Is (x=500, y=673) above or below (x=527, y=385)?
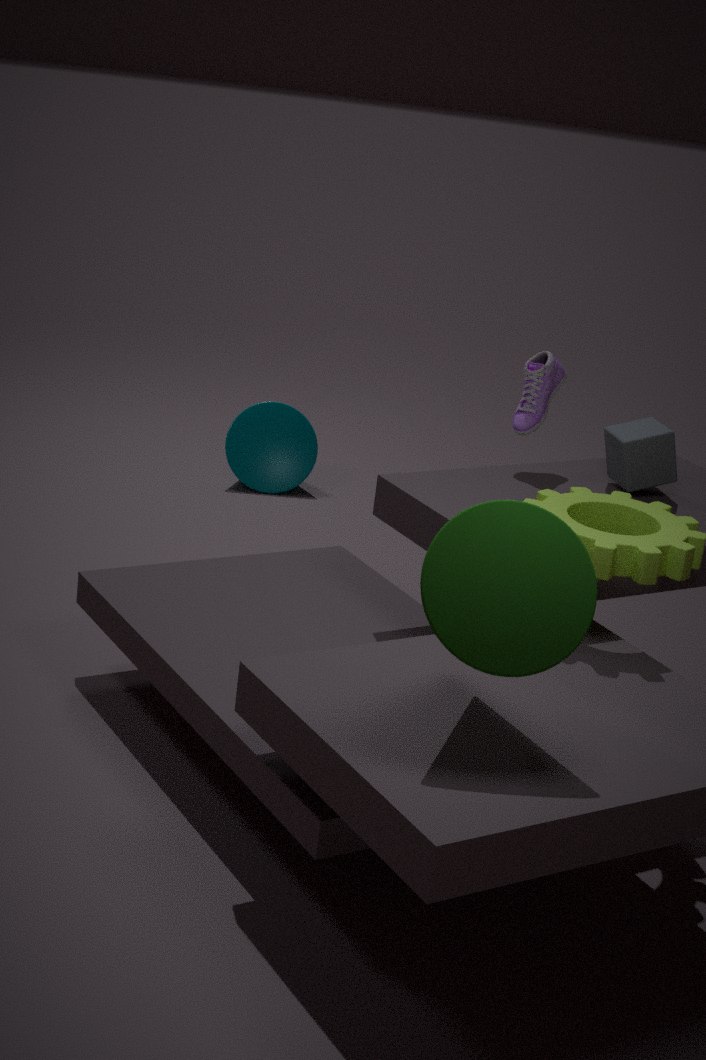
below
